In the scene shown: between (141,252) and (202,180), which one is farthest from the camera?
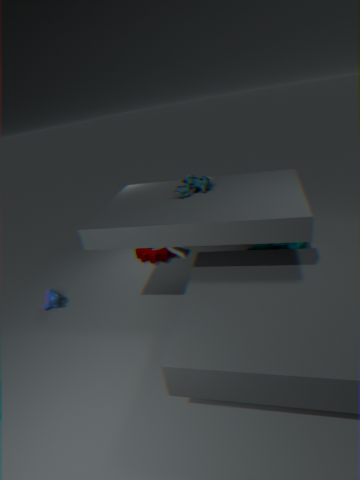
(141,252)
